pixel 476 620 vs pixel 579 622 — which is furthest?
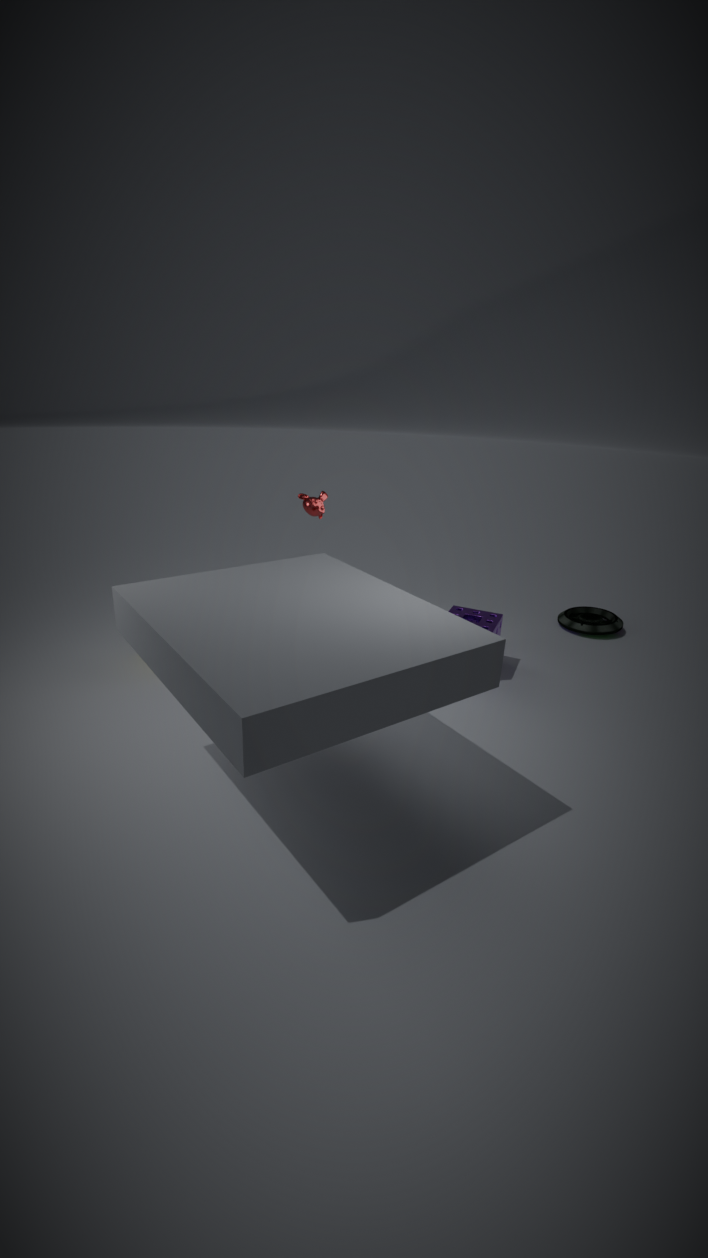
pixel 579 622
